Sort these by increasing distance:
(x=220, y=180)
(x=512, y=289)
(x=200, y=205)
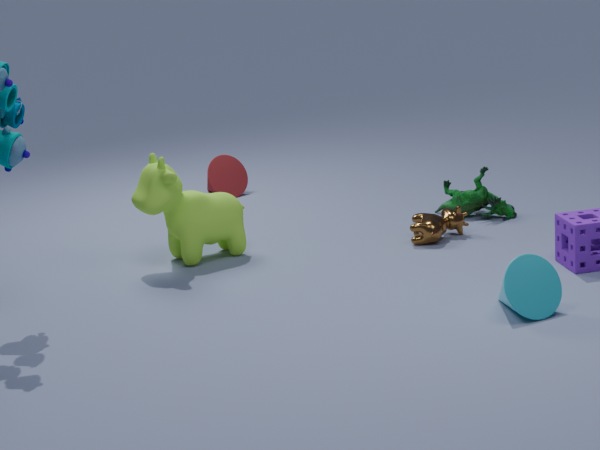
(x=512, y=289) < (x=200, y=205) < (x=220, y=180)
